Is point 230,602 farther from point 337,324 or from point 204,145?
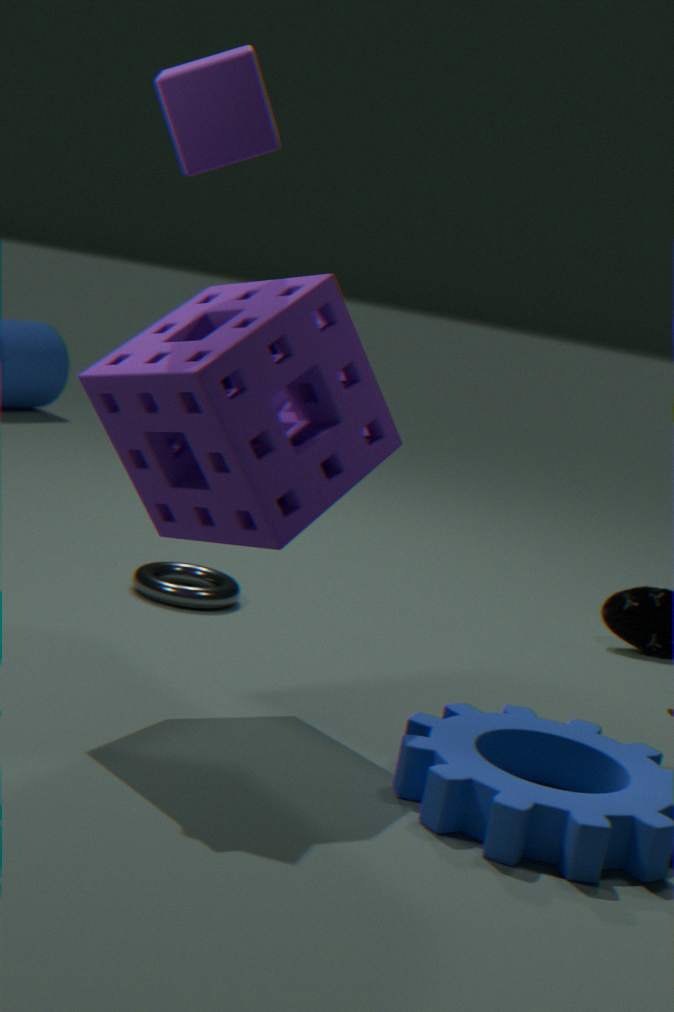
point 204,145
